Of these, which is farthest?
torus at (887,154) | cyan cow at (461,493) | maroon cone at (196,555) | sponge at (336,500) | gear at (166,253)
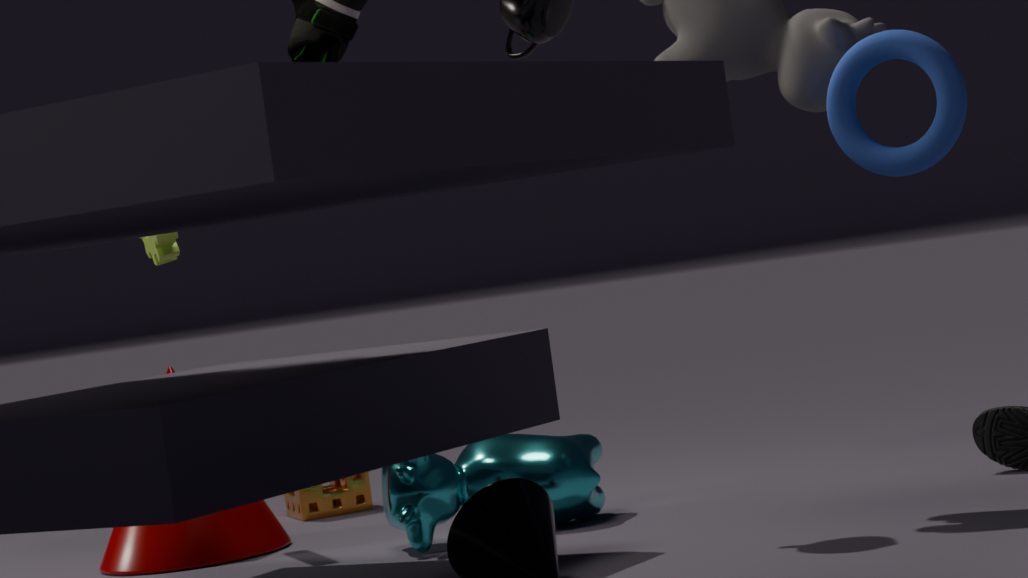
sponge at (336,500)
